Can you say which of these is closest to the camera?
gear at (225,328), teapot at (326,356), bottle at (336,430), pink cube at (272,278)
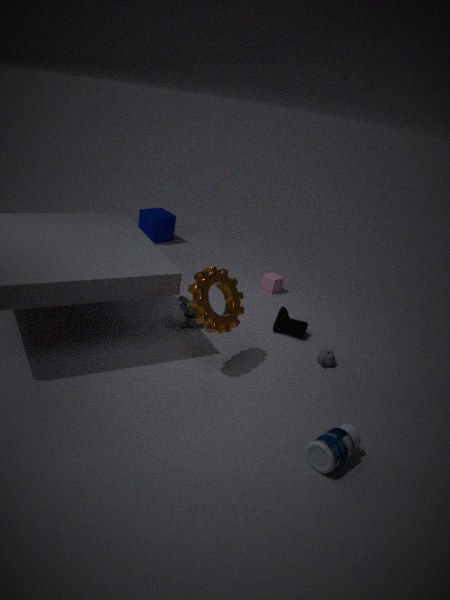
bottle at (336,430)
